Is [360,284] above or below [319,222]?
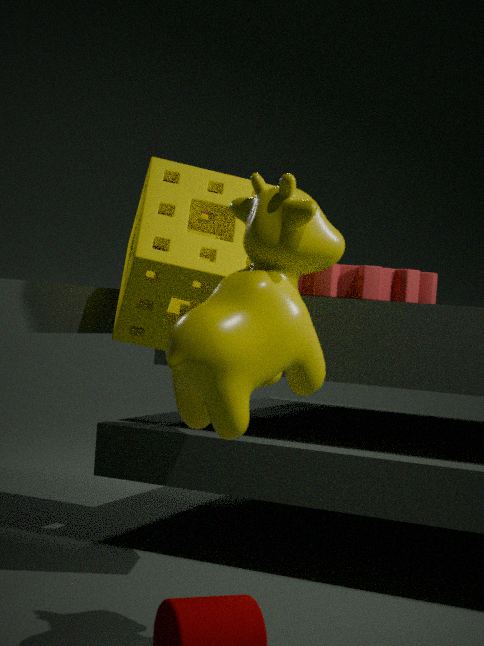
above
